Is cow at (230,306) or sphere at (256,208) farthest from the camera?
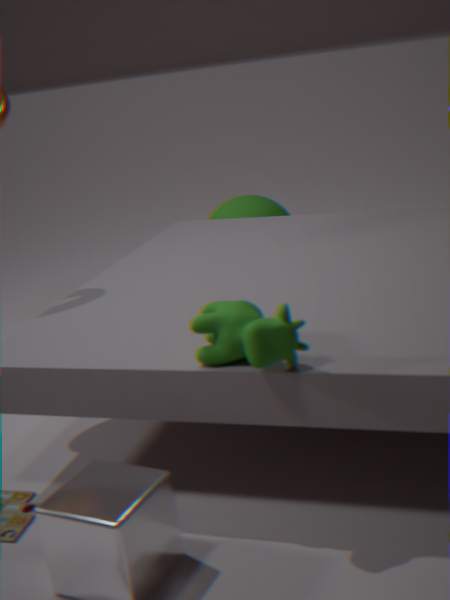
sphere at (256,208)
